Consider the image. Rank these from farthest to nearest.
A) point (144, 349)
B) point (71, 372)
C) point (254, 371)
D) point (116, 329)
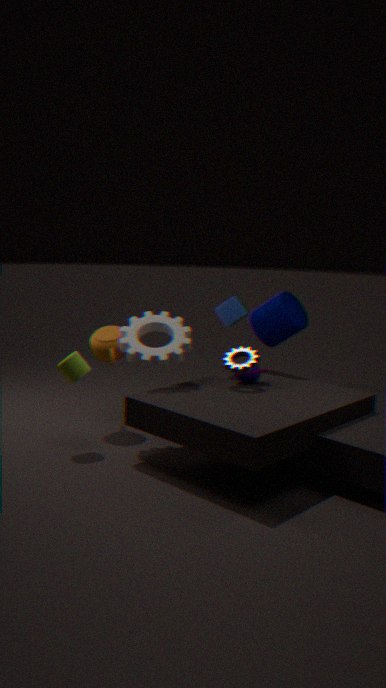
point (116, 329), point (254, 371), point (144, 349), point (71, 372)
